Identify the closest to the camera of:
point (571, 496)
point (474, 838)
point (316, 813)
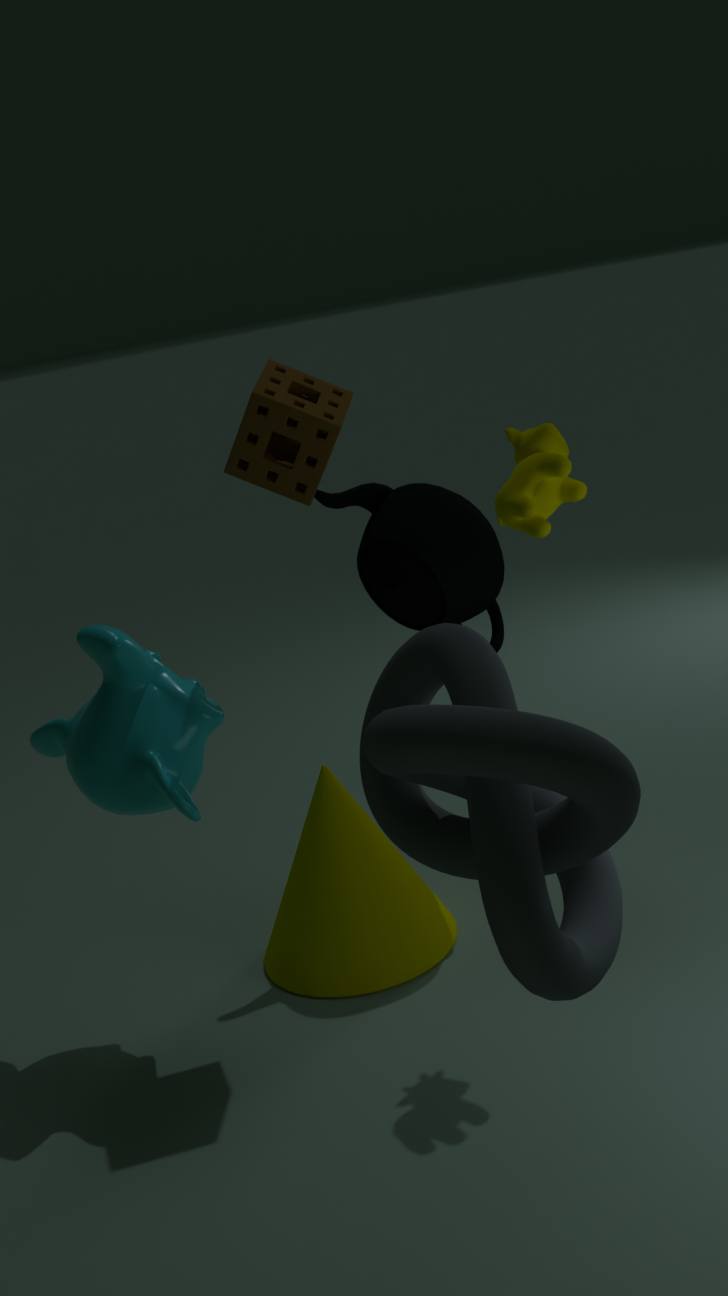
point (474, 838)
